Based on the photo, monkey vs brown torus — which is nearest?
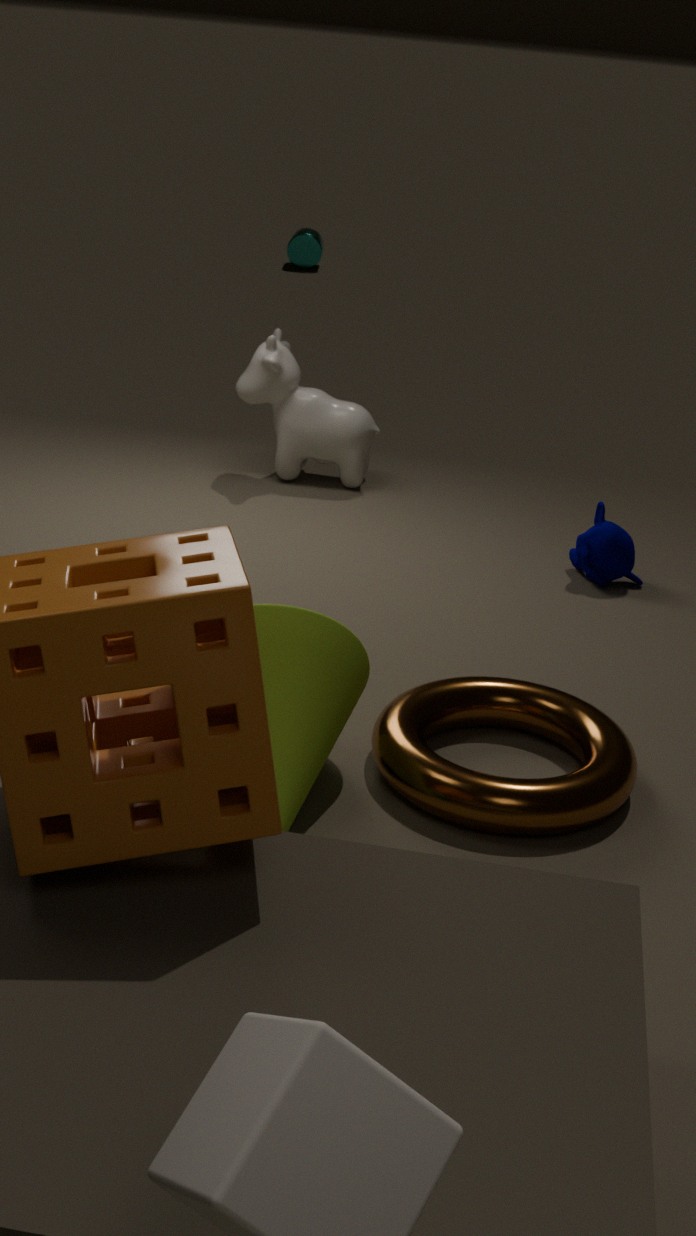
brown torus
